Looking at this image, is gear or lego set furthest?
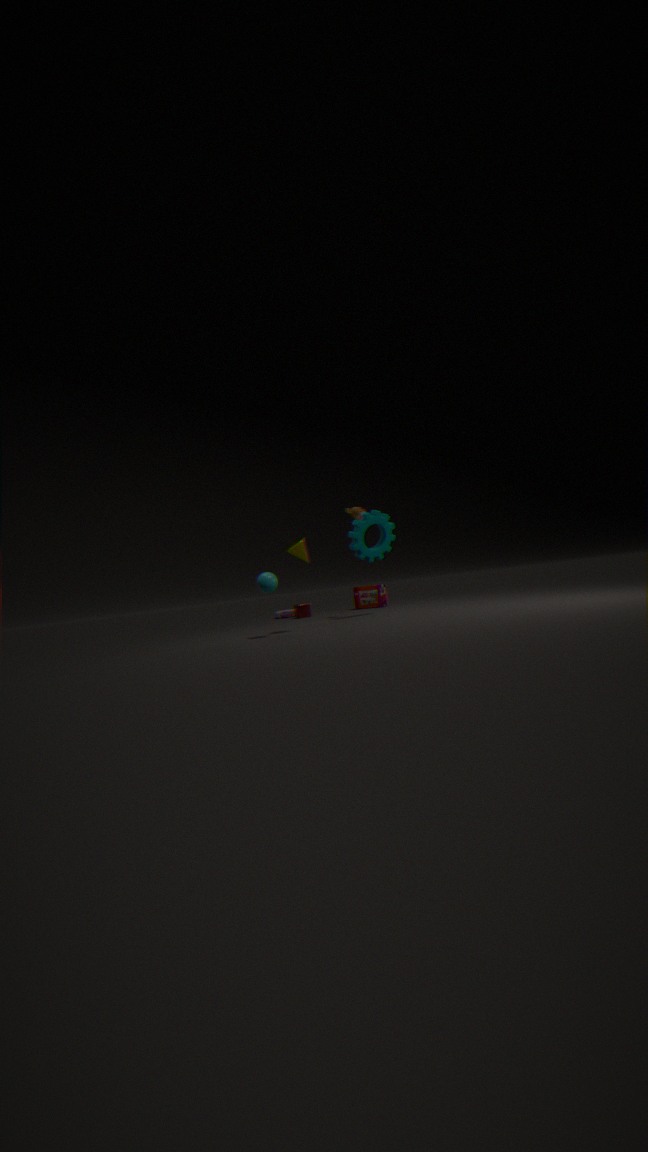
lego set
